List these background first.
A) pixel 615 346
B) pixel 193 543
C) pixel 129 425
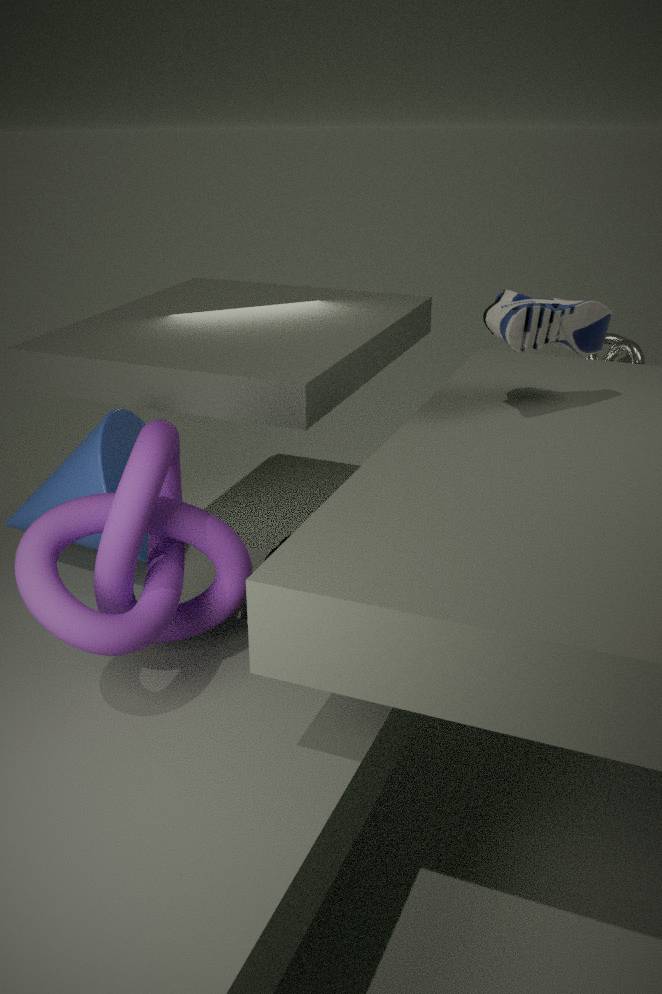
pixel 615 346
pixel 129 425
pixel 193 543
